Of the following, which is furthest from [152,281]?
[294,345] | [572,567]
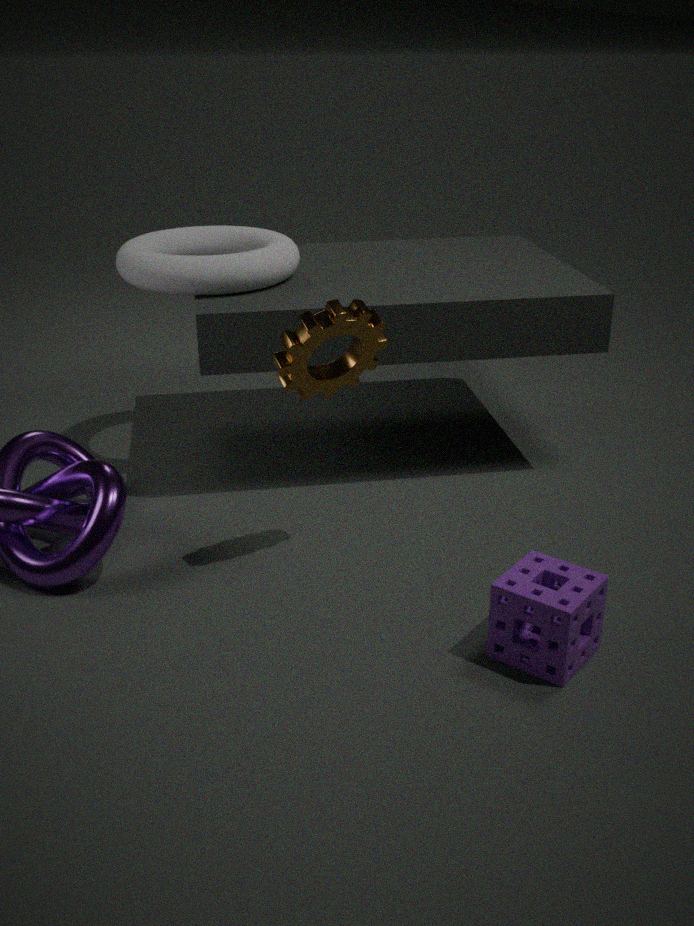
[572,567]
